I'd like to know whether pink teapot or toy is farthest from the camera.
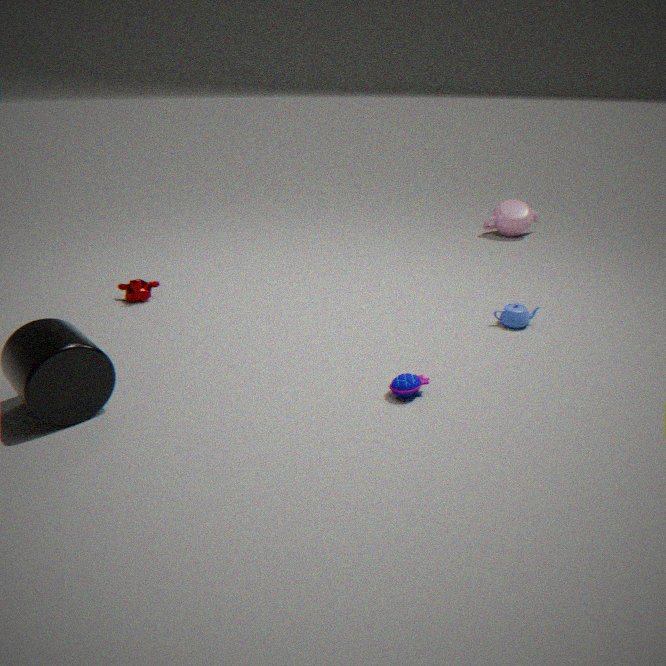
pink teapot
